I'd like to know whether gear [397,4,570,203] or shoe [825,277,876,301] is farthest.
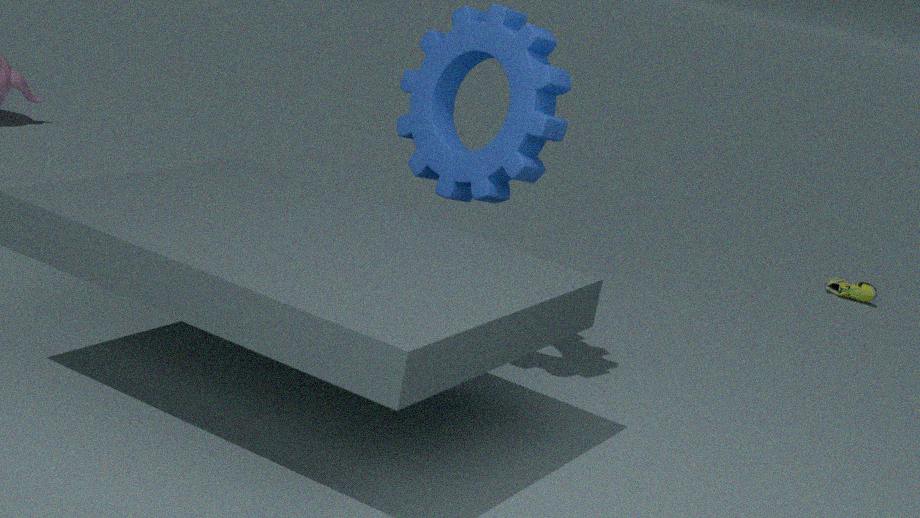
shoe [825,277,876,301]
